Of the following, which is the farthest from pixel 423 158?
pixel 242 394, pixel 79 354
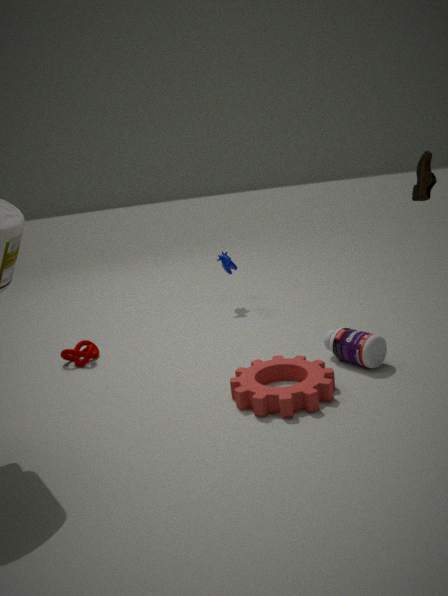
pixel 79 354
